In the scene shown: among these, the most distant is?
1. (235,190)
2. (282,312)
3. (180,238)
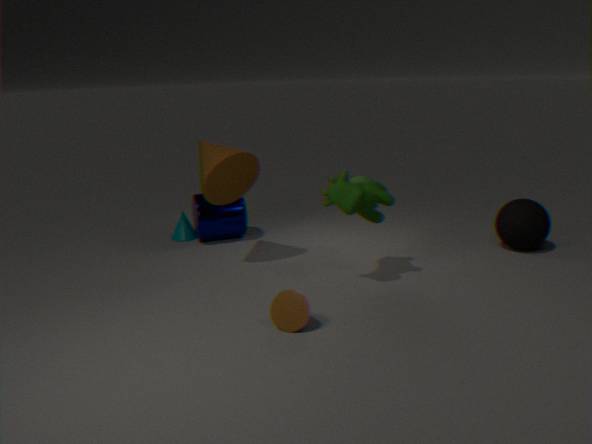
(180,238)
